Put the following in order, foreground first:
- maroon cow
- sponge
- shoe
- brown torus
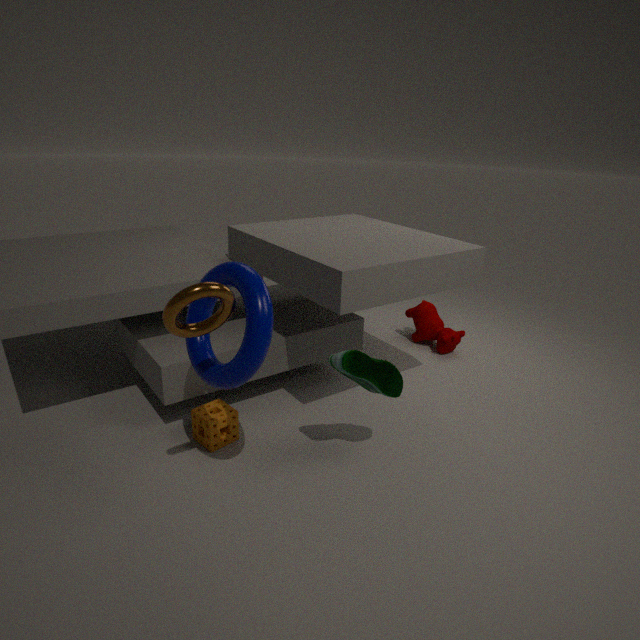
brown torus → shoe → sponge → maroon cow
